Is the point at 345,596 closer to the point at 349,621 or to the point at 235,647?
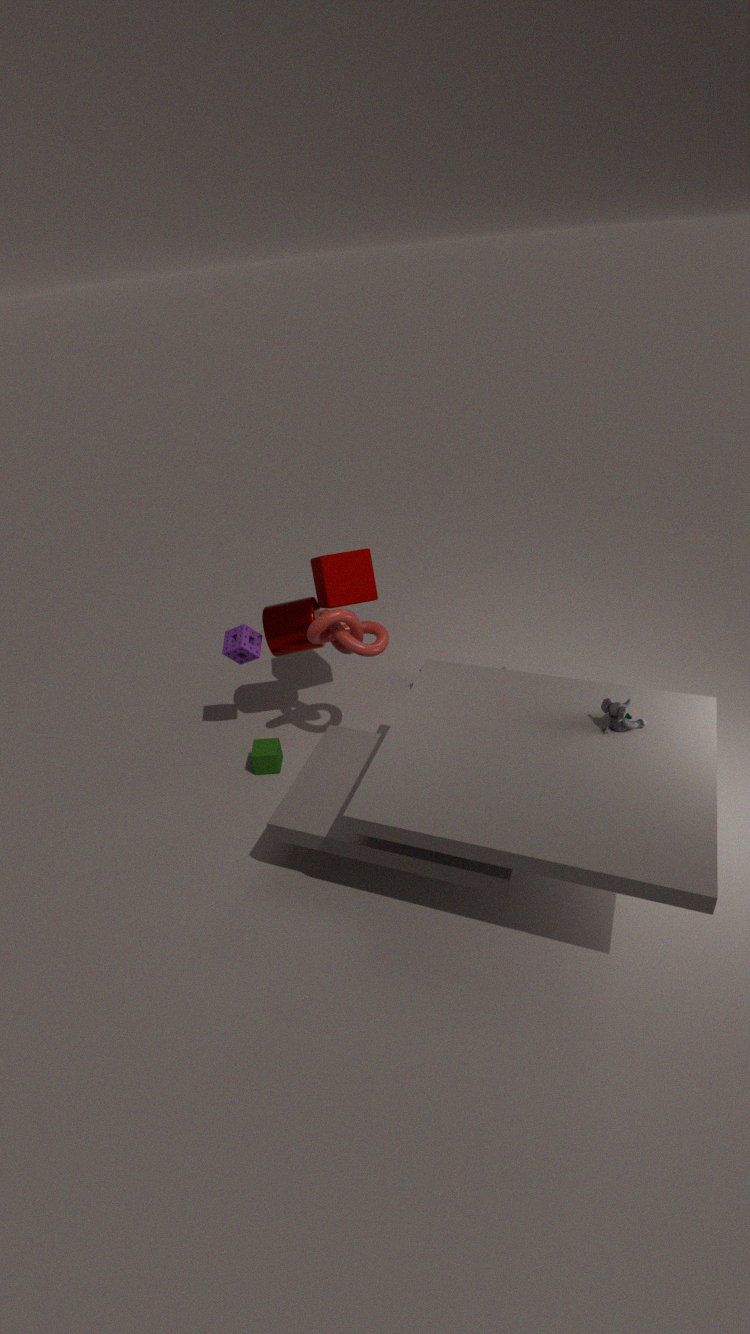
the point at 349,621
